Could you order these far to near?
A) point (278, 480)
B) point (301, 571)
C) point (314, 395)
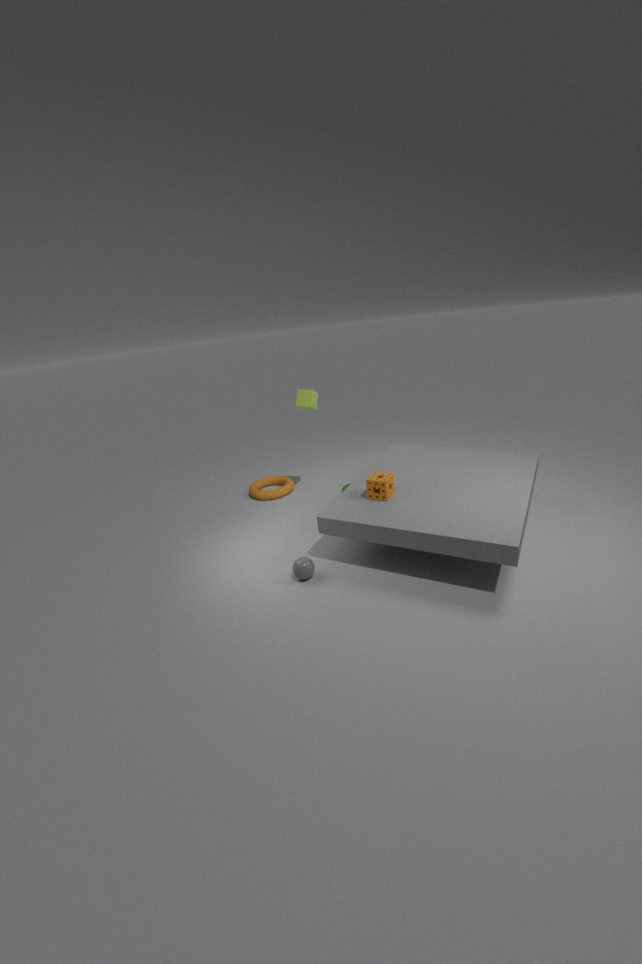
point (278, 480) → point (314, 395) → point (301, 571)
